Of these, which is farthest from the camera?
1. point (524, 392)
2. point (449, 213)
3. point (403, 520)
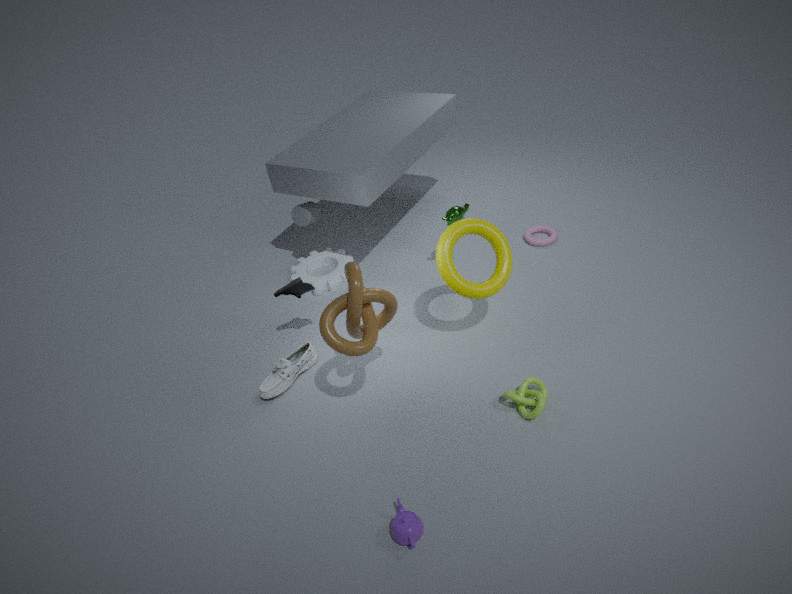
point (449, 213)
